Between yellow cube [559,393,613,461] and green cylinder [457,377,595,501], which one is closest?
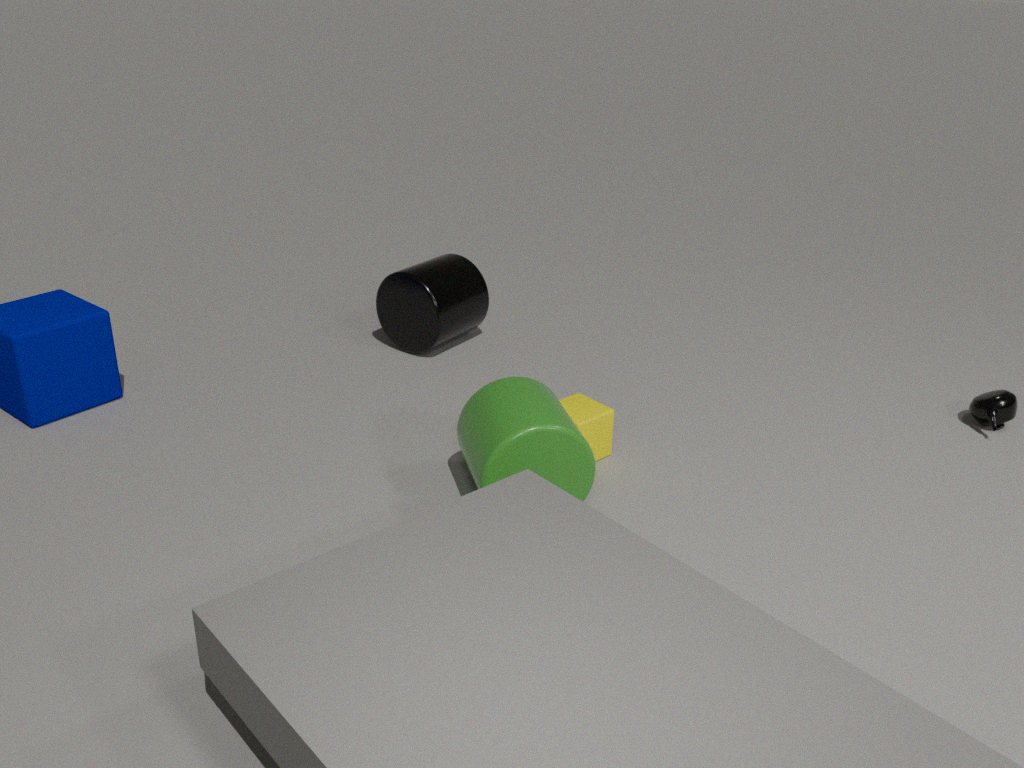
green cylinder [457,377,595,501]
